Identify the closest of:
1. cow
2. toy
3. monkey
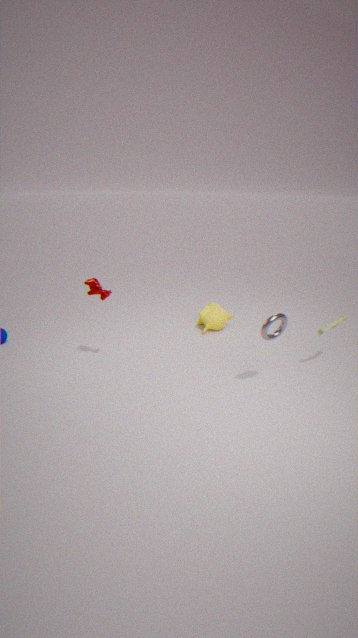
cow
